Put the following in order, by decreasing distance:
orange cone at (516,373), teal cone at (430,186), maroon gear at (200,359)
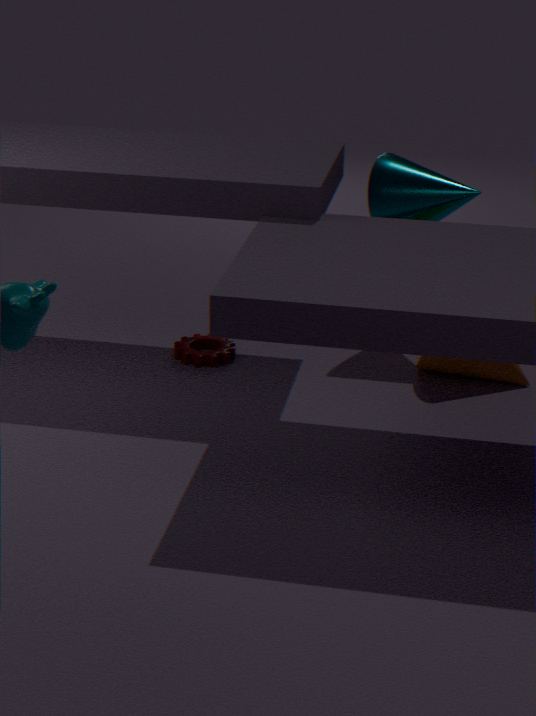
maroon gear at (200,359) < teal cone at (430,186) < orange cone at (516,373)
